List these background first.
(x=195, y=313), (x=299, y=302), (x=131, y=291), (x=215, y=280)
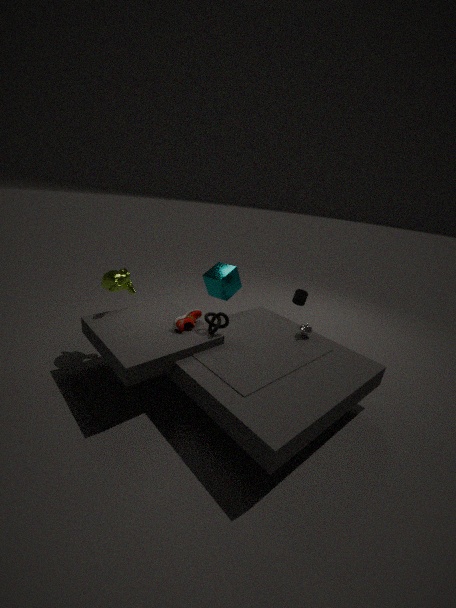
(x=299, y=302)
(x=215, y=280)
(x=131, y=291)
(x=195, y=313)
